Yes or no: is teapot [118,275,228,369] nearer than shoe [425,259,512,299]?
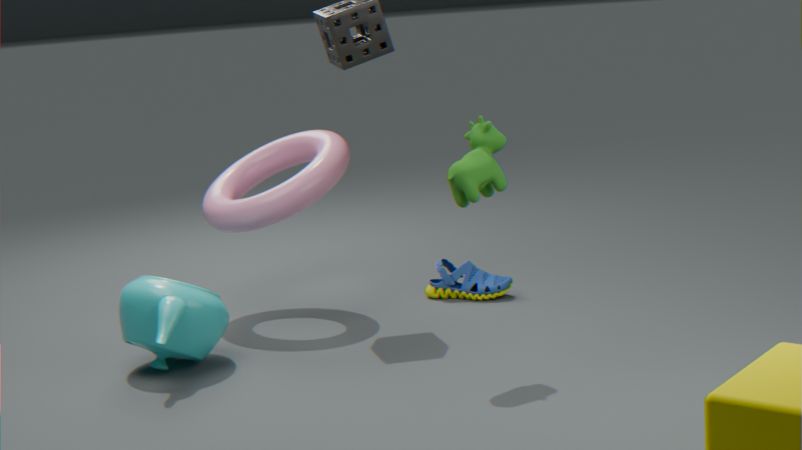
Yes
